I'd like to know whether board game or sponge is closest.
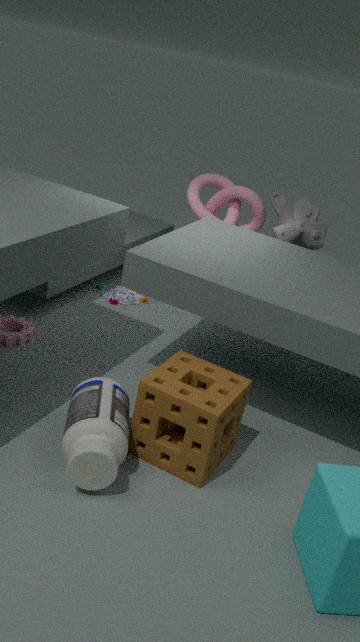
sponge
